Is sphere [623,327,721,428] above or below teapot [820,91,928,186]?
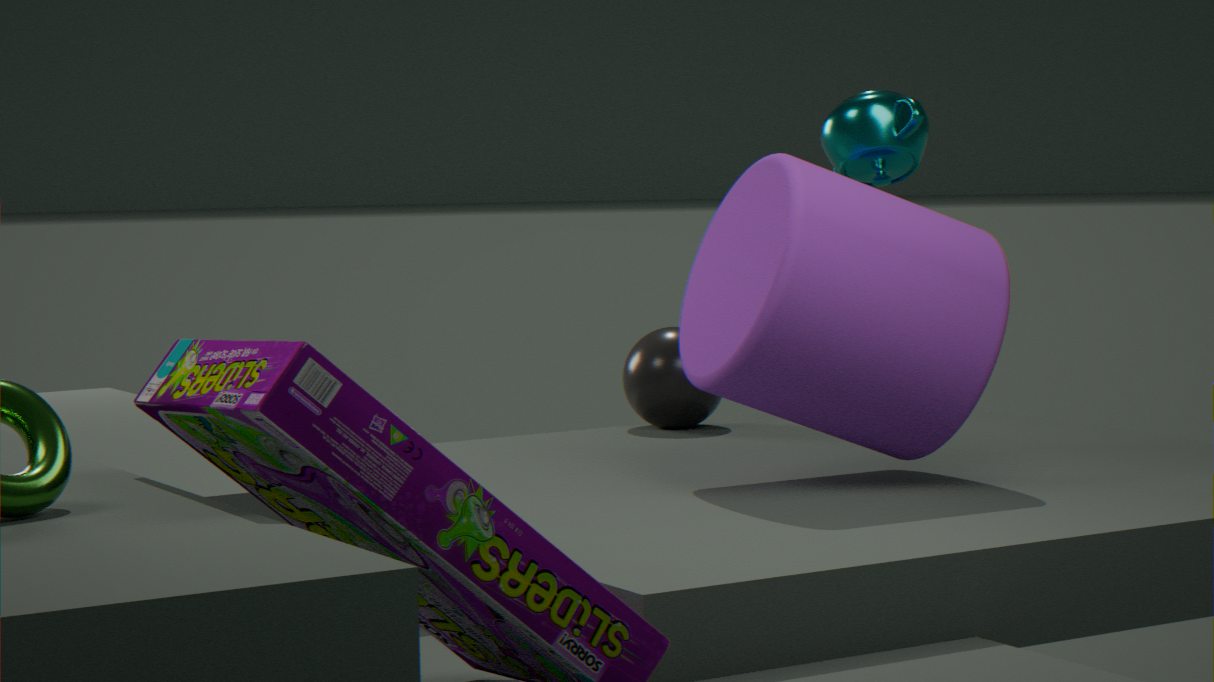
below
